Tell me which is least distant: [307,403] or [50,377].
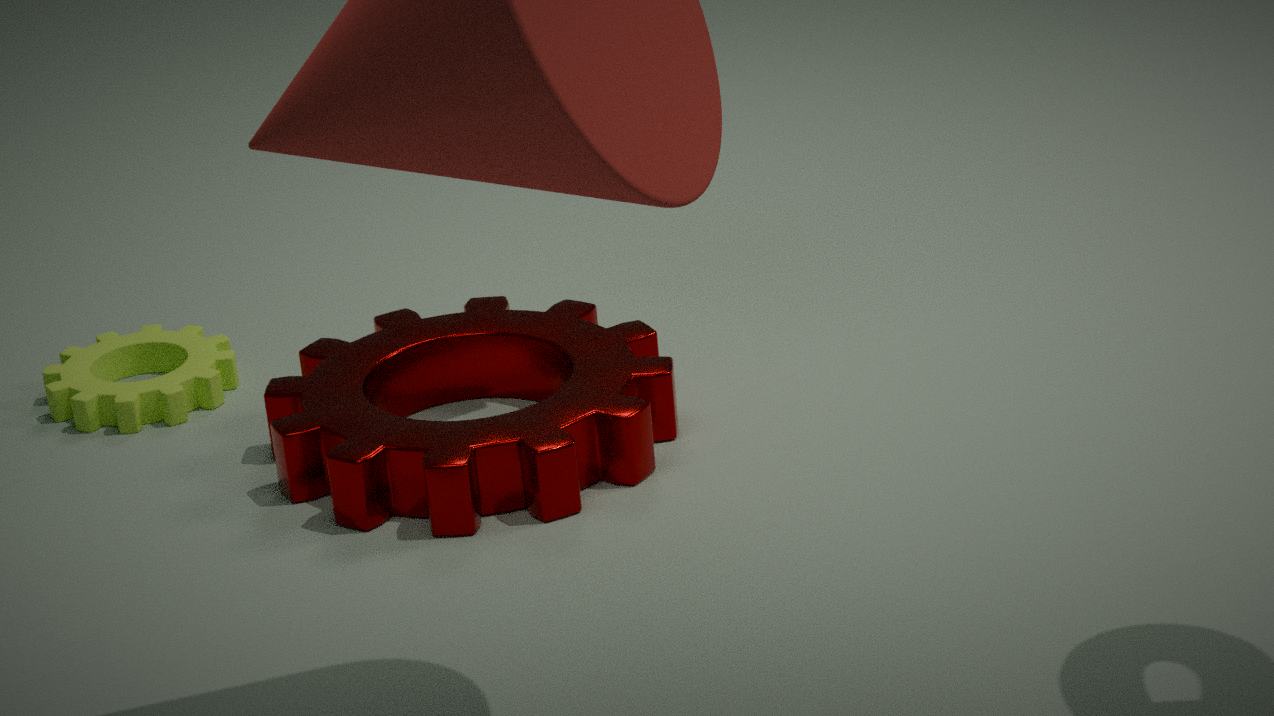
[307,403]
